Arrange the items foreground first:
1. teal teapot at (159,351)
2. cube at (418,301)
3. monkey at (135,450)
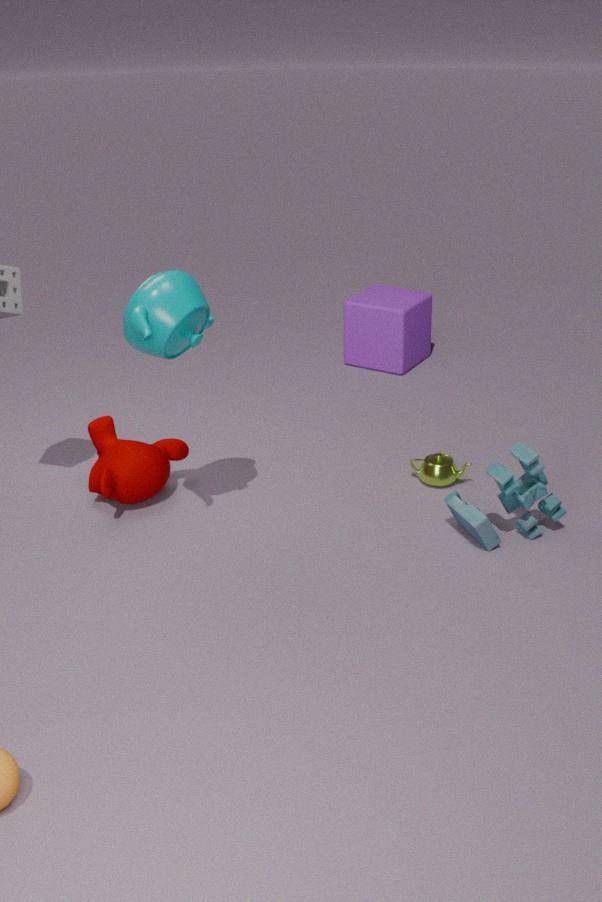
teal teapot at (159,351)
monkey at (135,450)
cube at (418,301)
